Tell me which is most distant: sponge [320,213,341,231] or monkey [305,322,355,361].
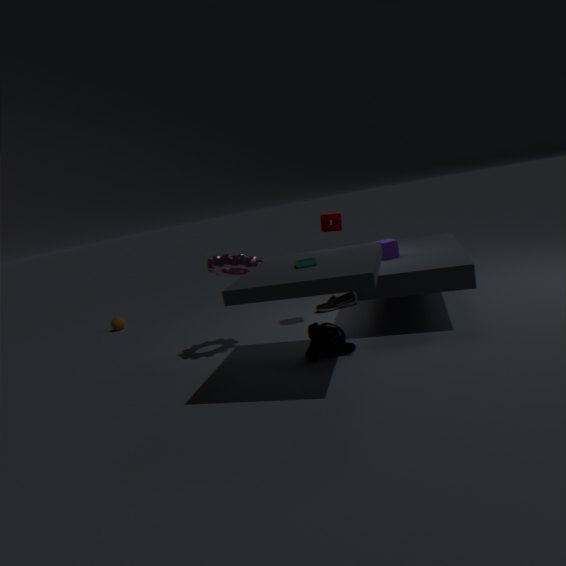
sponge [320,213,341,231]
